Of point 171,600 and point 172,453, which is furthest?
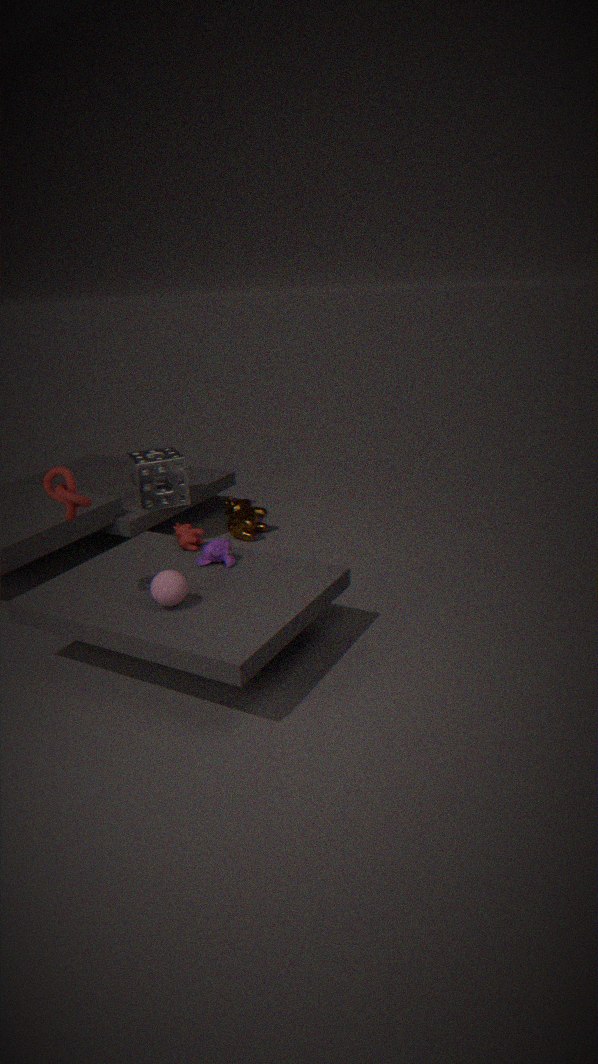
point 172,453
